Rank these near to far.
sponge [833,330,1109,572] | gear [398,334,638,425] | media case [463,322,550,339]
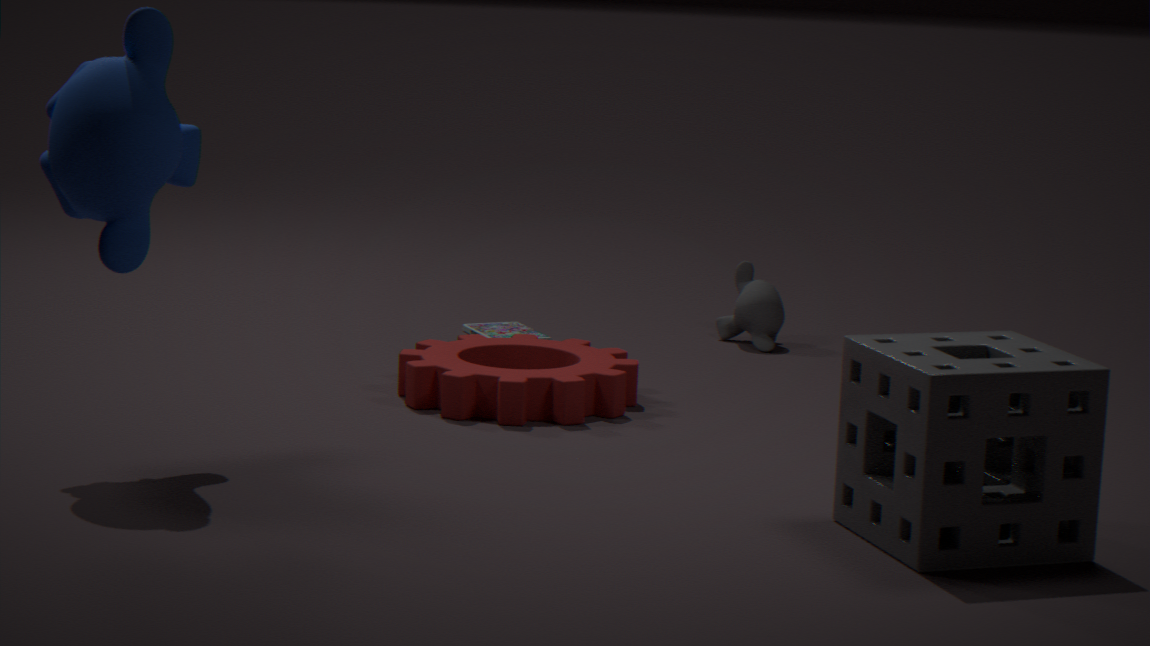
sponge [833,330,1109,572] < gear [398,334,638,425] < media case [463,322,550,339]
